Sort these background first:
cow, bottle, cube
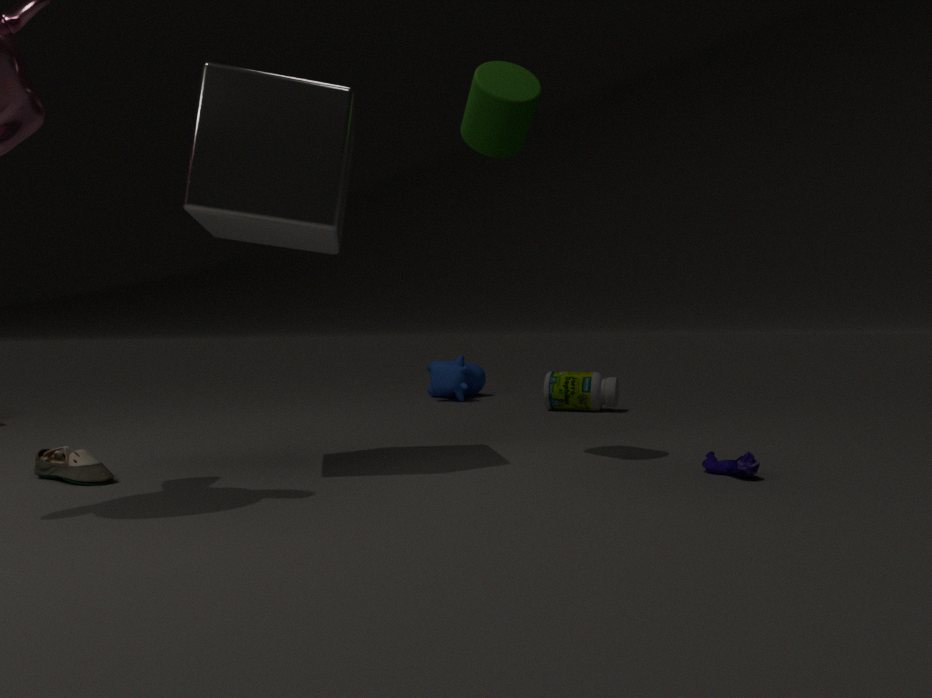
cow → bottle → cube
